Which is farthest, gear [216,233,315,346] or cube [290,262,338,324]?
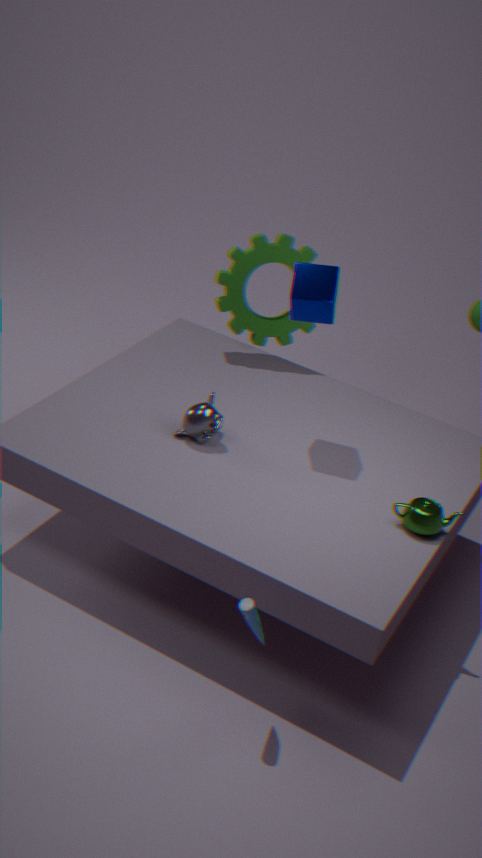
gear [216,233,315,346]
